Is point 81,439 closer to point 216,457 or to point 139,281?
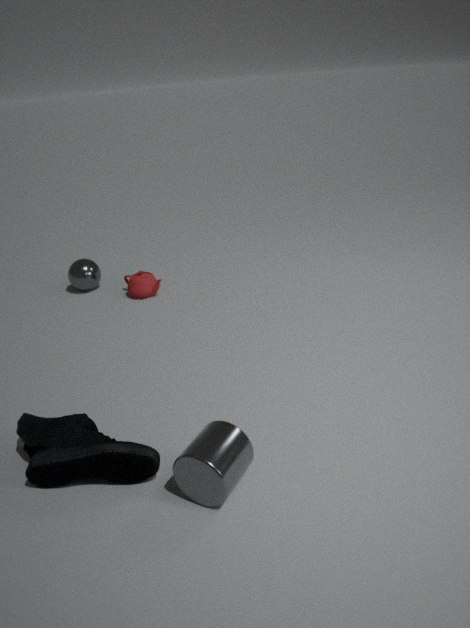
→ point 216,457
